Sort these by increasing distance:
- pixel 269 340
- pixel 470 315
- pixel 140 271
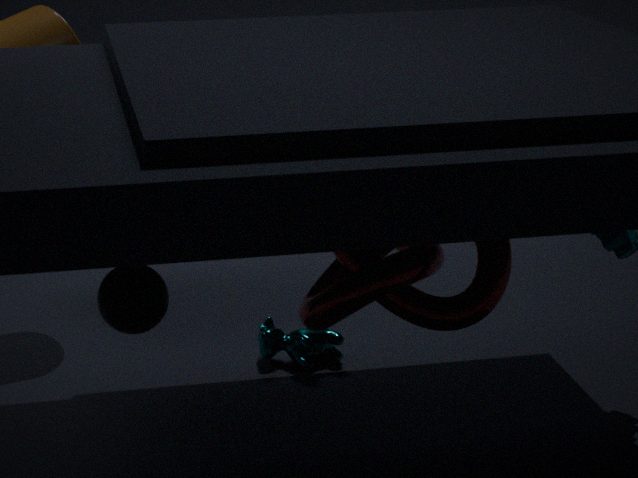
pixel 470 315, pixel 140 271, pixel 269 340
